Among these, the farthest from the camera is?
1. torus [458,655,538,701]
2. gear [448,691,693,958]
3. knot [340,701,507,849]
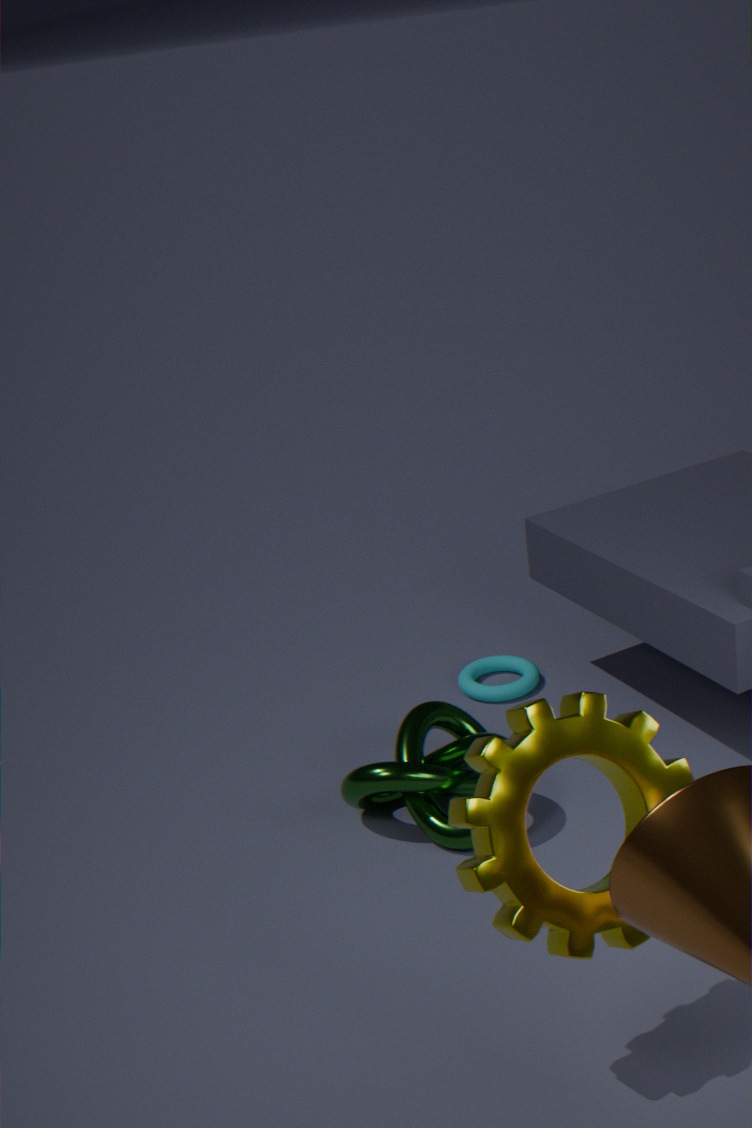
torus [458,655,538,701]
